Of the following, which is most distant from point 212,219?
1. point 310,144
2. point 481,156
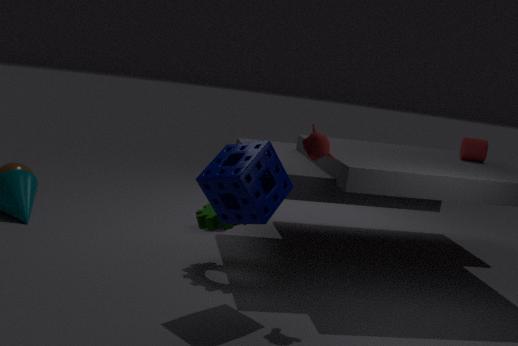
point 481,156
